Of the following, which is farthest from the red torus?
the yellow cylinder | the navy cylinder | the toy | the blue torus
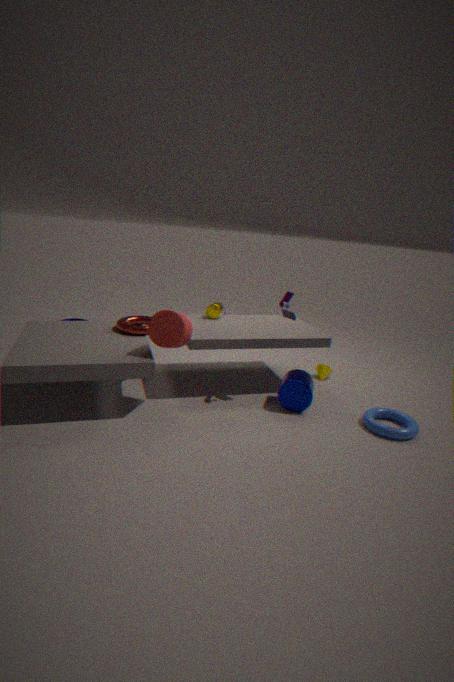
the blue torus
